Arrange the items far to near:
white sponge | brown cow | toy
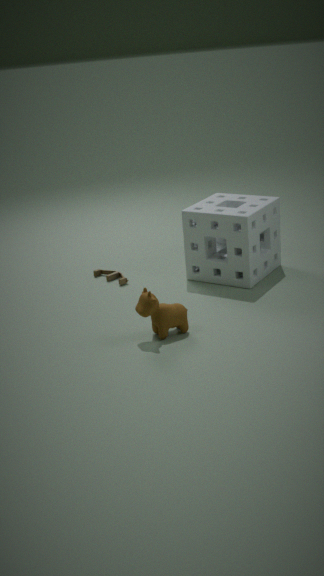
toy → white sponge → brown cow
